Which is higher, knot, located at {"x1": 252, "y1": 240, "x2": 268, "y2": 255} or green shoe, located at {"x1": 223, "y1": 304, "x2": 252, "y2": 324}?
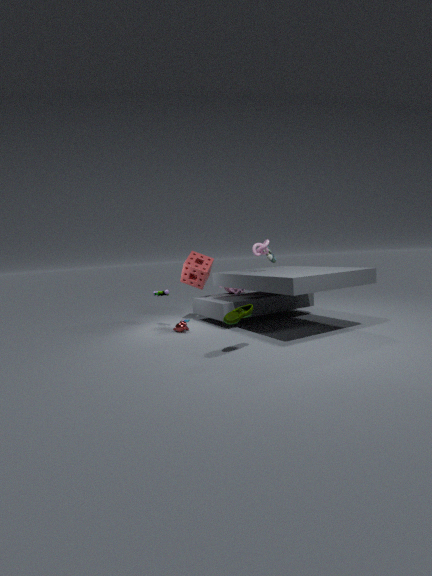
knot, located at {"x1": 252, "y1": 240, "x2": 268, "y2": 255}
